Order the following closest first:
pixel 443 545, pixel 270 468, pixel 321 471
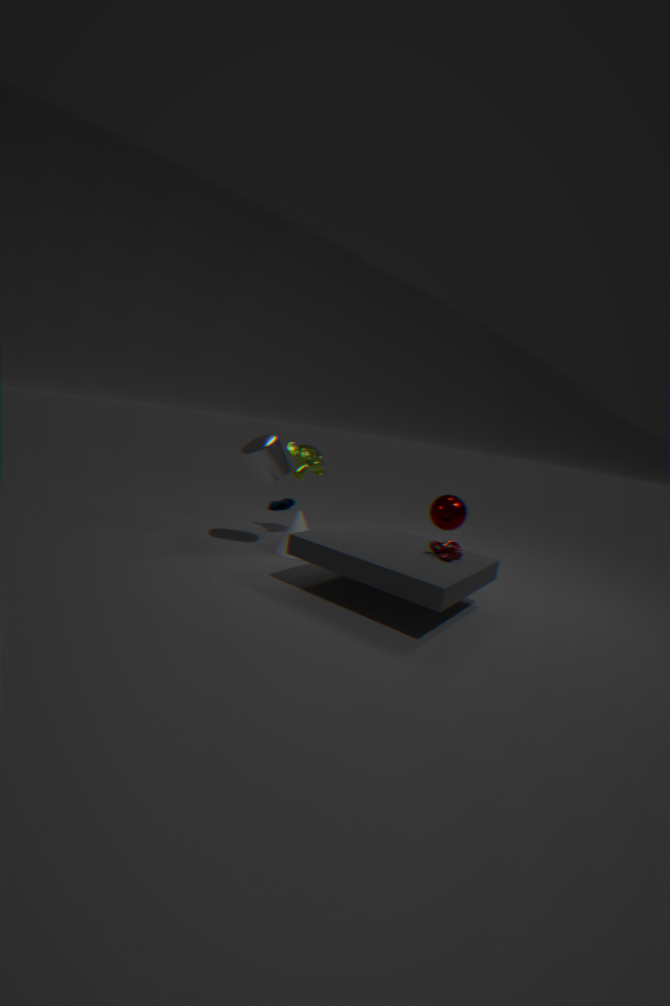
pixel 443 545 → pixel 270 468 → pixel 321 471
